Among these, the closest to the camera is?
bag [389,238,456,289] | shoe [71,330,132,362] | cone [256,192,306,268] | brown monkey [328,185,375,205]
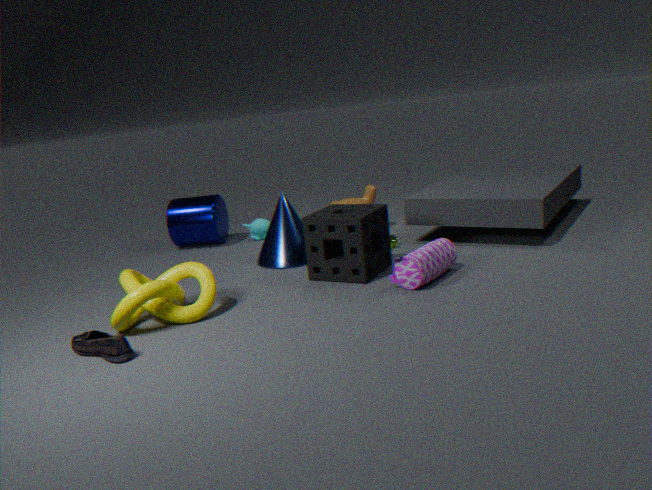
shoe [71,330,132,362]
